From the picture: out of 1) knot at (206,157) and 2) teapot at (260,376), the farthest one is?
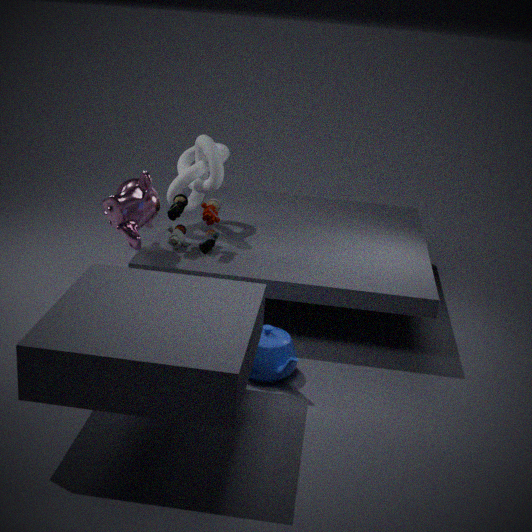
1. knot at (206,157)
